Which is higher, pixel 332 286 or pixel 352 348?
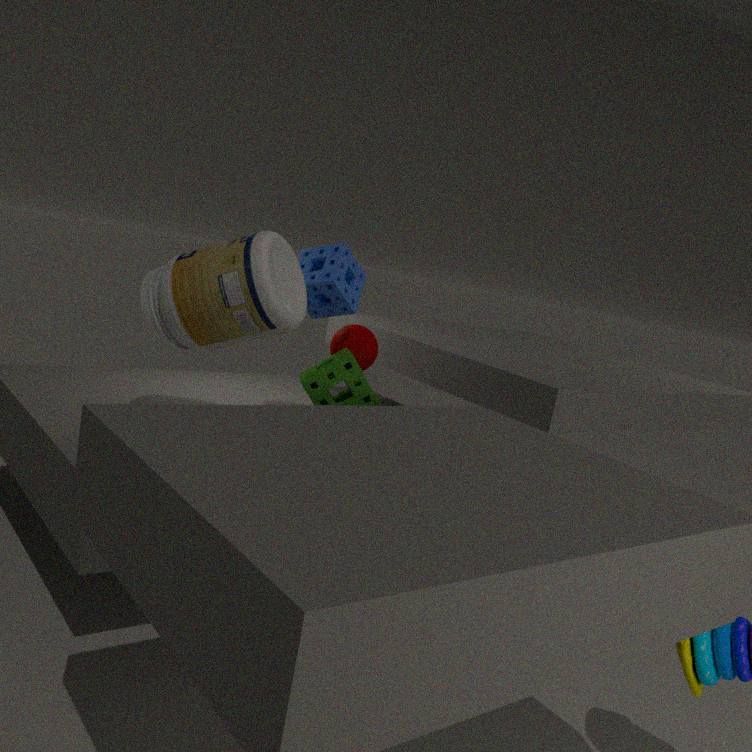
pixel 332 286
